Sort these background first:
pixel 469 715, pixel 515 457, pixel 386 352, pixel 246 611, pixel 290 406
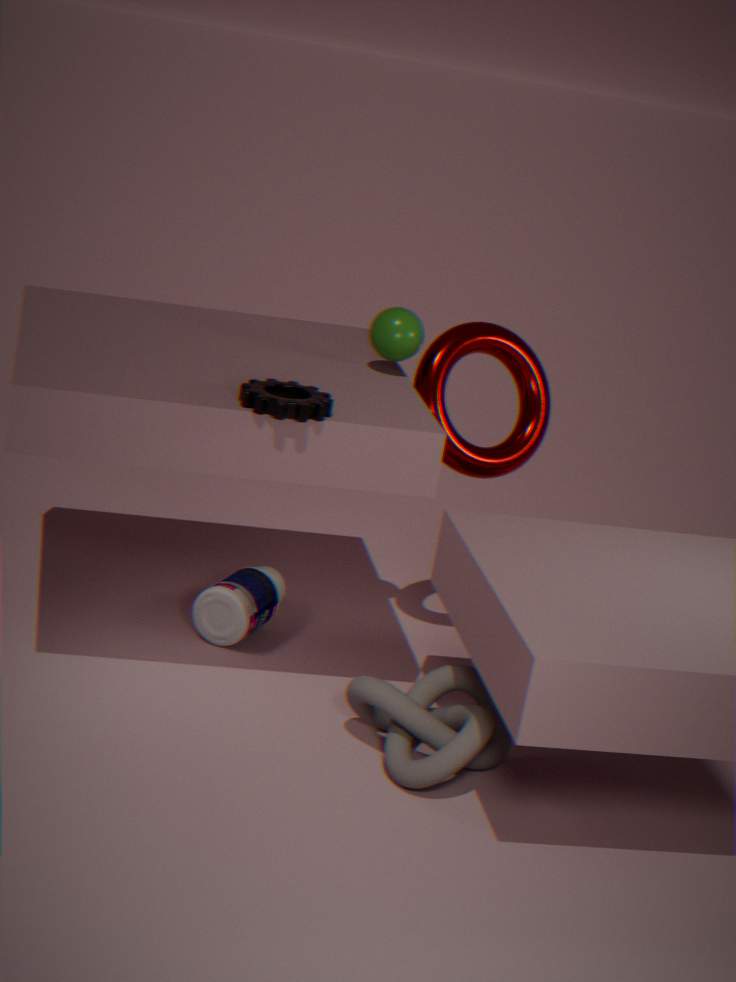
pixel 515 457, pixel 246 611, pixel 386 352, pixel 469 715, pixel 290 406
